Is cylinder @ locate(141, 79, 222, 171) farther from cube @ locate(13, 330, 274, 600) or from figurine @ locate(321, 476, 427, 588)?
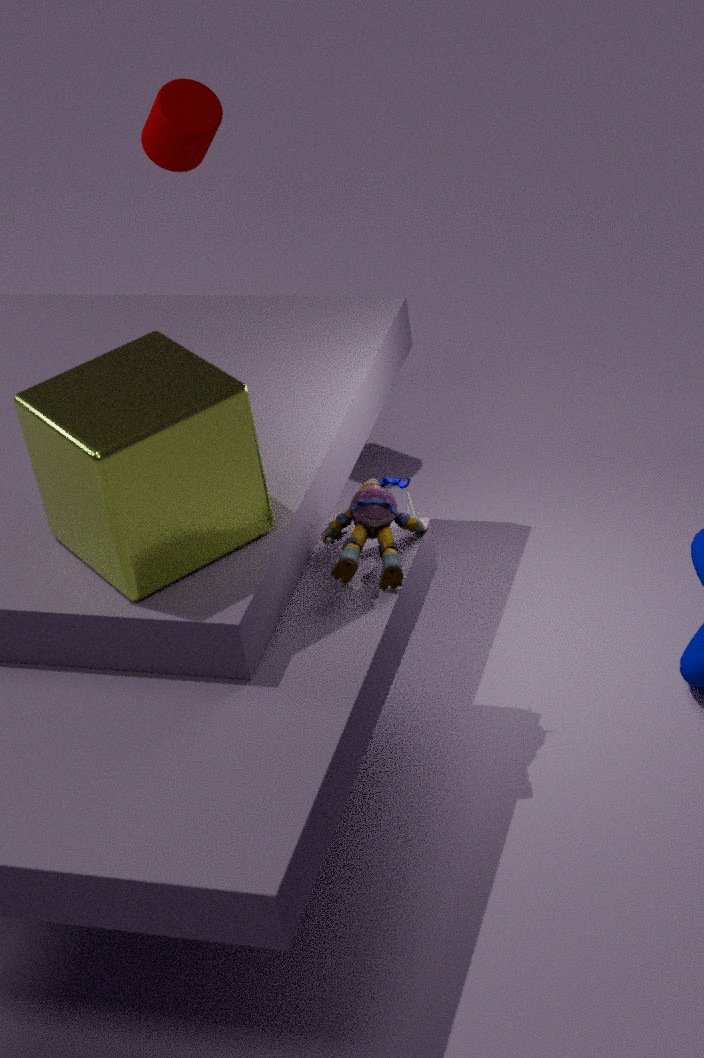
figurine @ locate(321, 476, 427, 588)
